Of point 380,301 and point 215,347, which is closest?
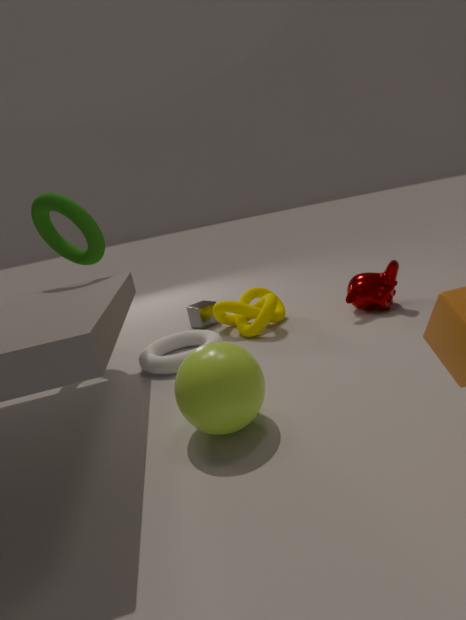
point 215,347
